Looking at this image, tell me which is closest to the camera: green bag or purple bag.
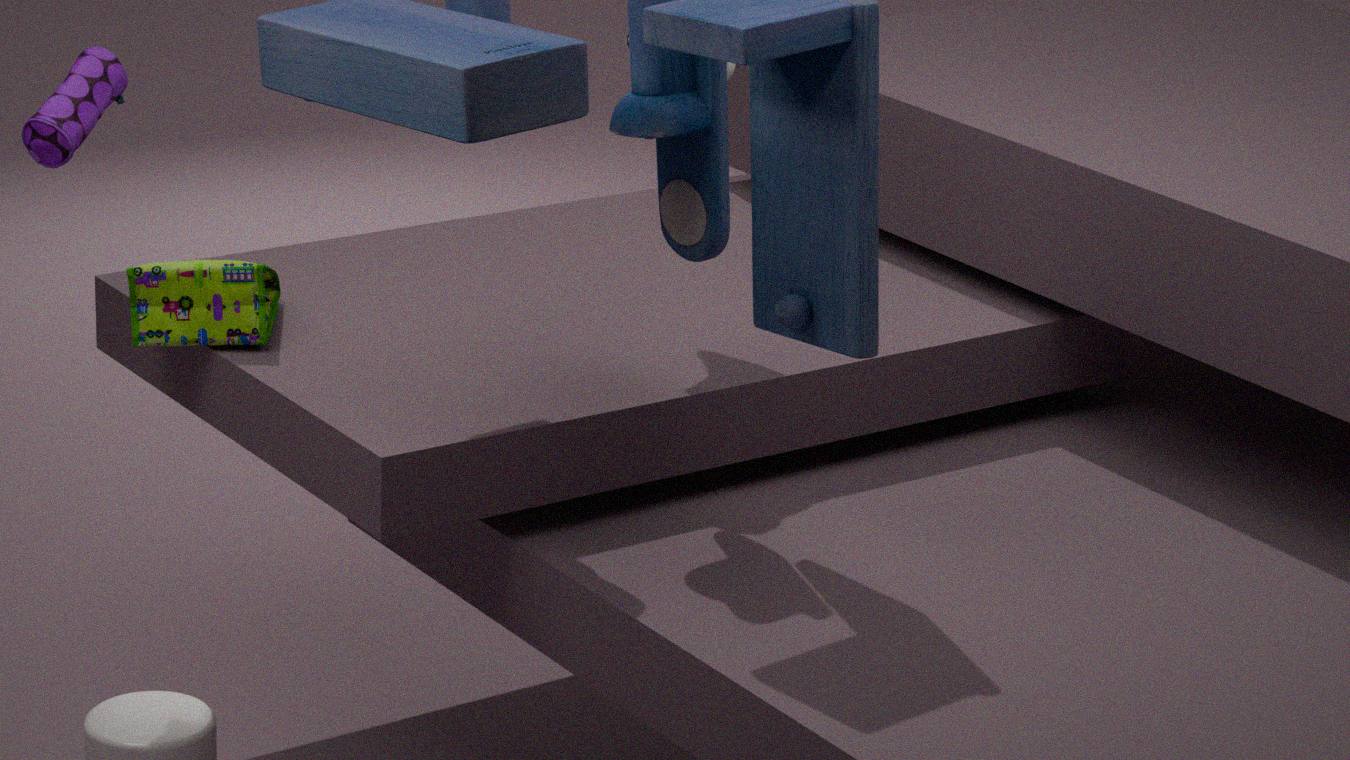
purple bag
